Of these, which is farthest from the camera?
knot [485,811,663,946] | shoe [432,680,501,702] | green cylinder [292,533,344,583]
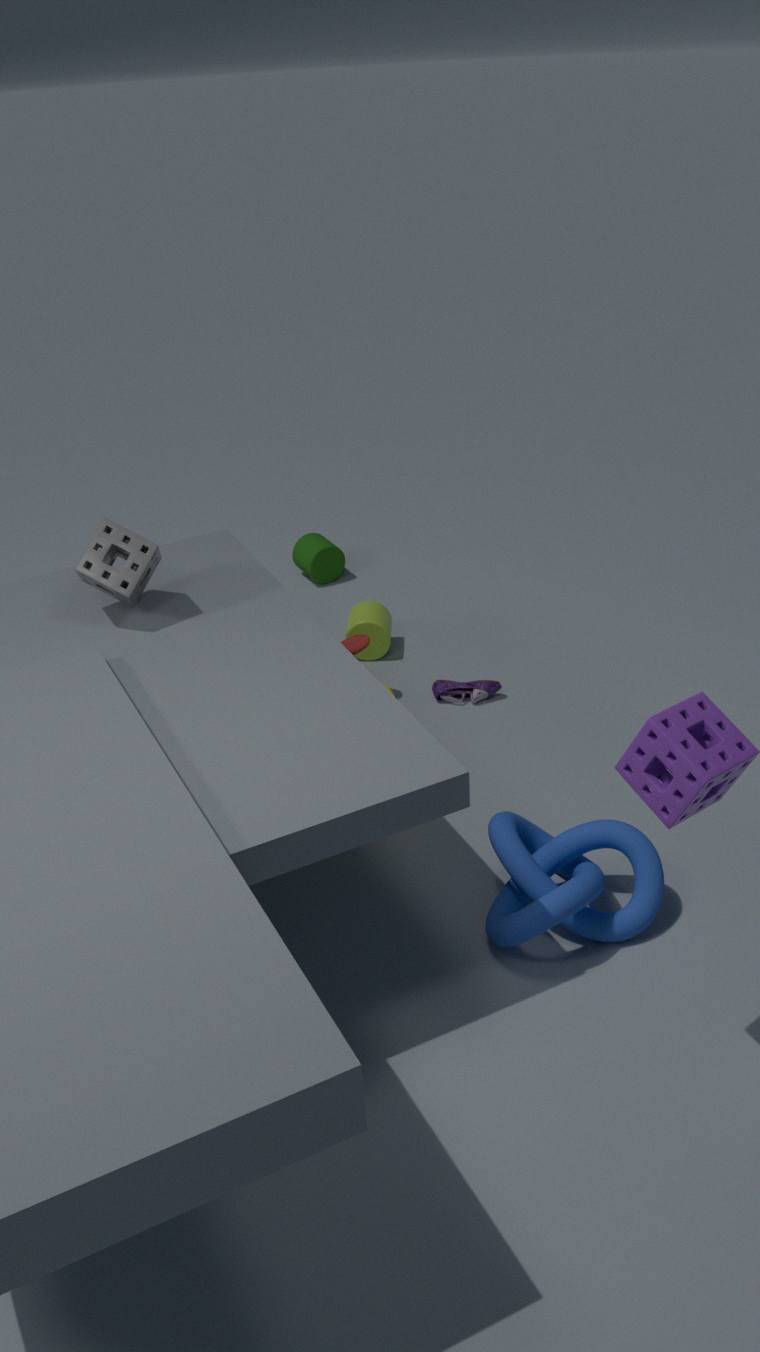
green cylinder [292,533,344,583]
